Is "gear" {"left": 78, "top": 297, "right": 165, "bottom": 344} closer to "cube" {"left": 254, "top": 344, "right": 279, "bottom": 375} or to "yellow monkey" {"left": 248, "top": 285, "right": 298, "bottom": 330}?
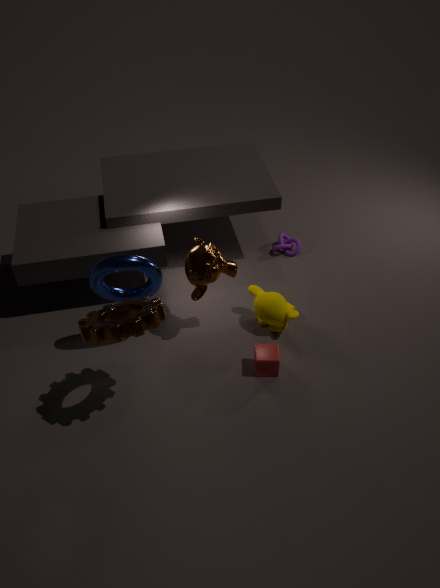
"cube" {"left": 254, "top": 344, "right": 279, "bottom": 375}
